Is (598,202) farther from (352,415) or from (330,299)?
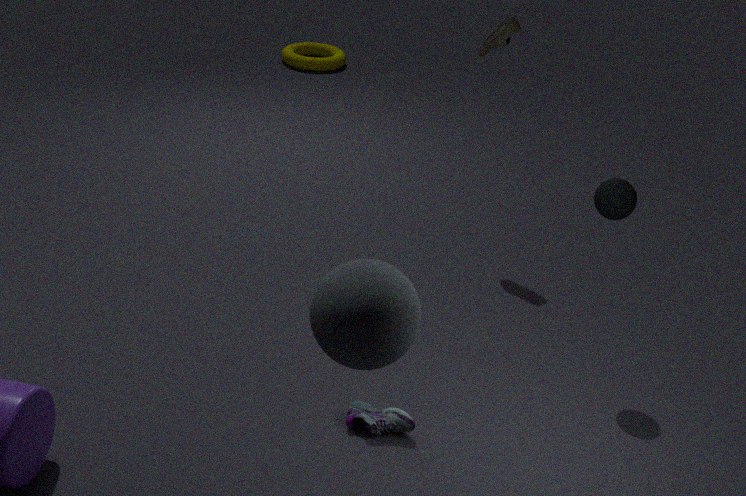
(330,299)
